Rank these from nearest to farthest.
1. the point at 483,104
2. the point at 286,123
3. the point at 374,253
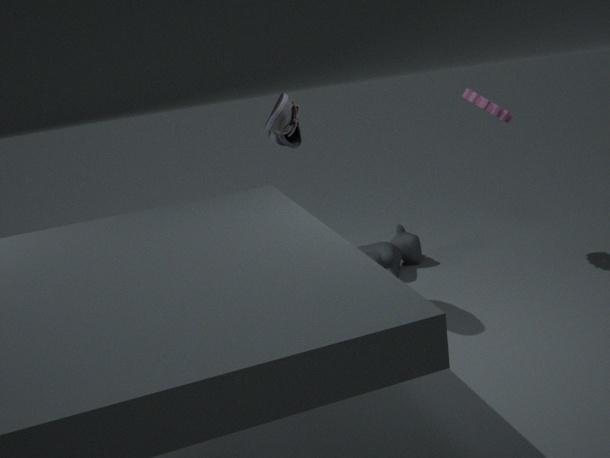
the point at 286,123 → the point at 483,104 → the point at 374,253
